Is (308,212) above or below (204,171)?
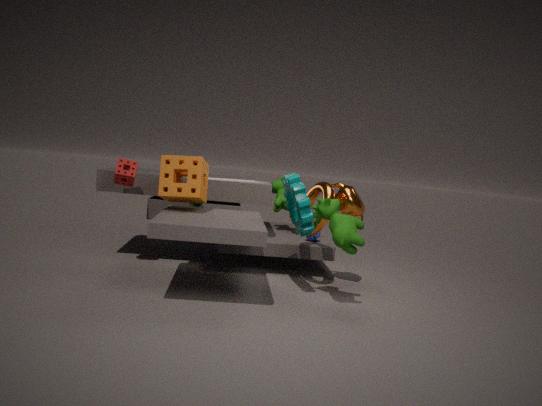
below
